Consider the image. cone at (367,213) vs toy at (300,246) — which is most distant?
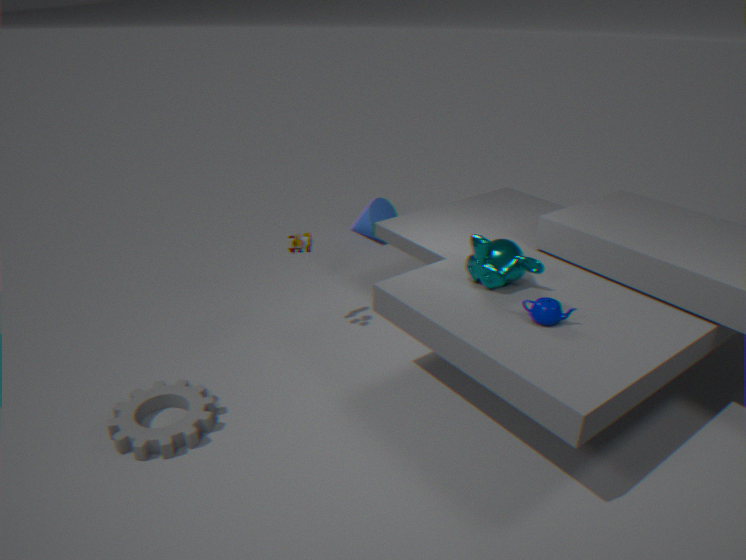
cone at (367,213)
